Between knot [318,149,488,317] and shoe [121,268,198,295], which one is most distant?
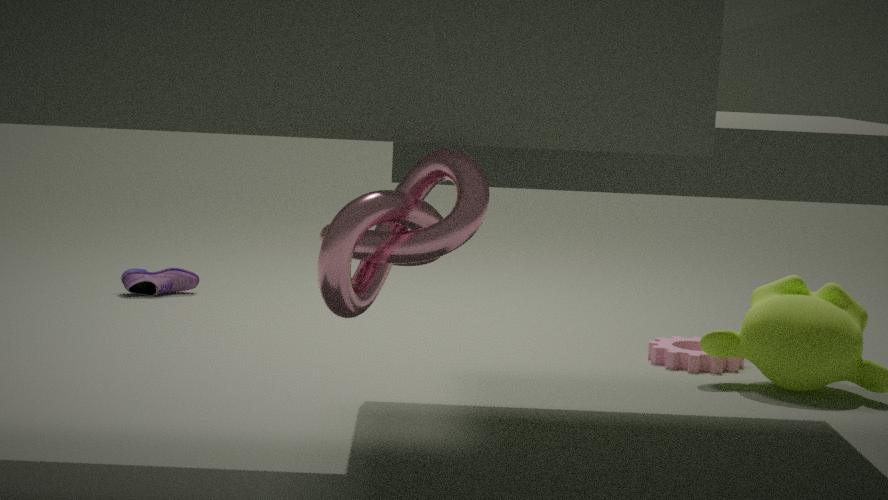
shoe [121,268,198,295]
